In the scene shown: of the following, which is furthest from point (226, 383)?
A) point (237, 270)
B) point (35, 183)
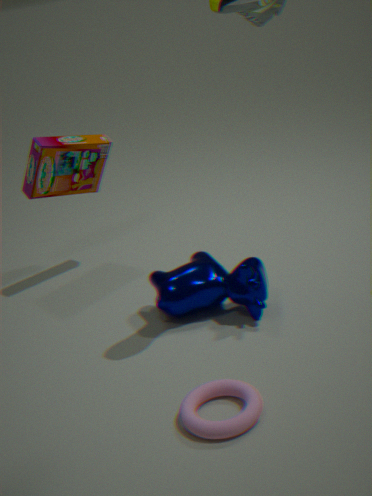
point (35, 183)
